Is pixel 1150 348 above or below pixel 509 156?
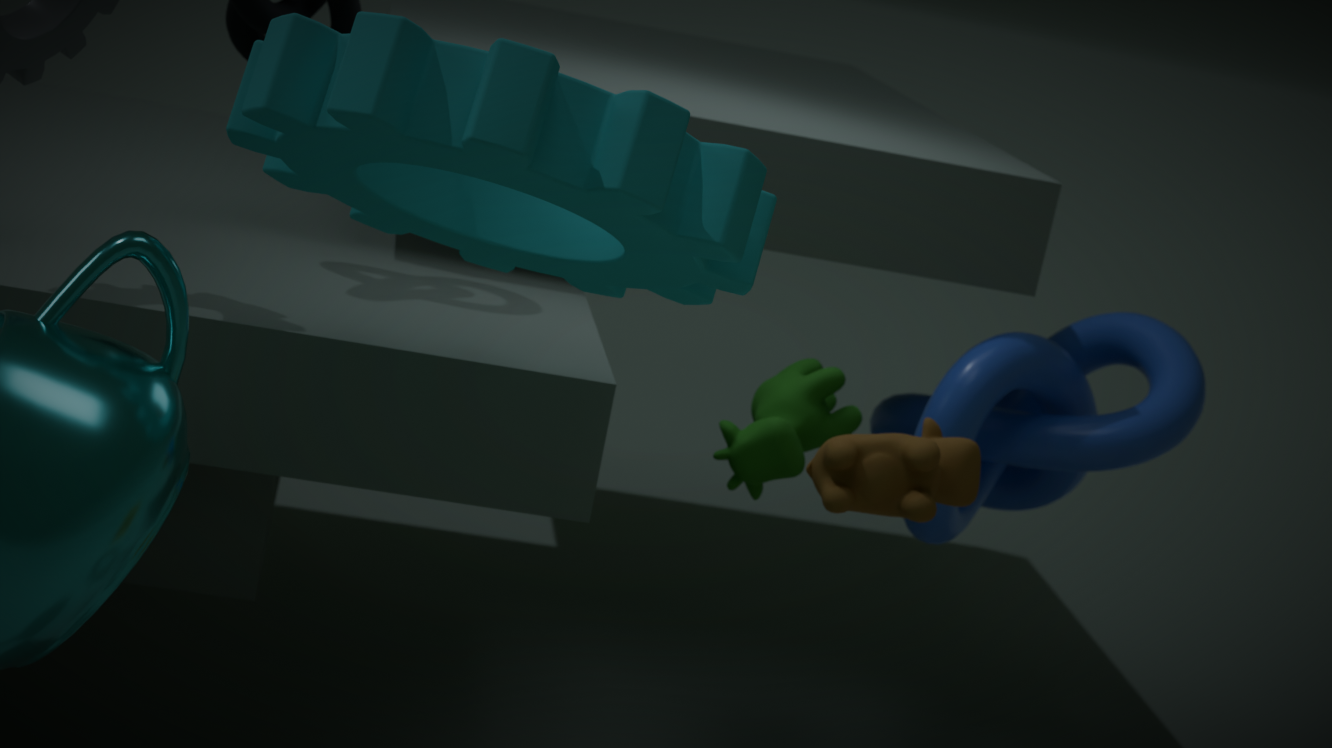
below
